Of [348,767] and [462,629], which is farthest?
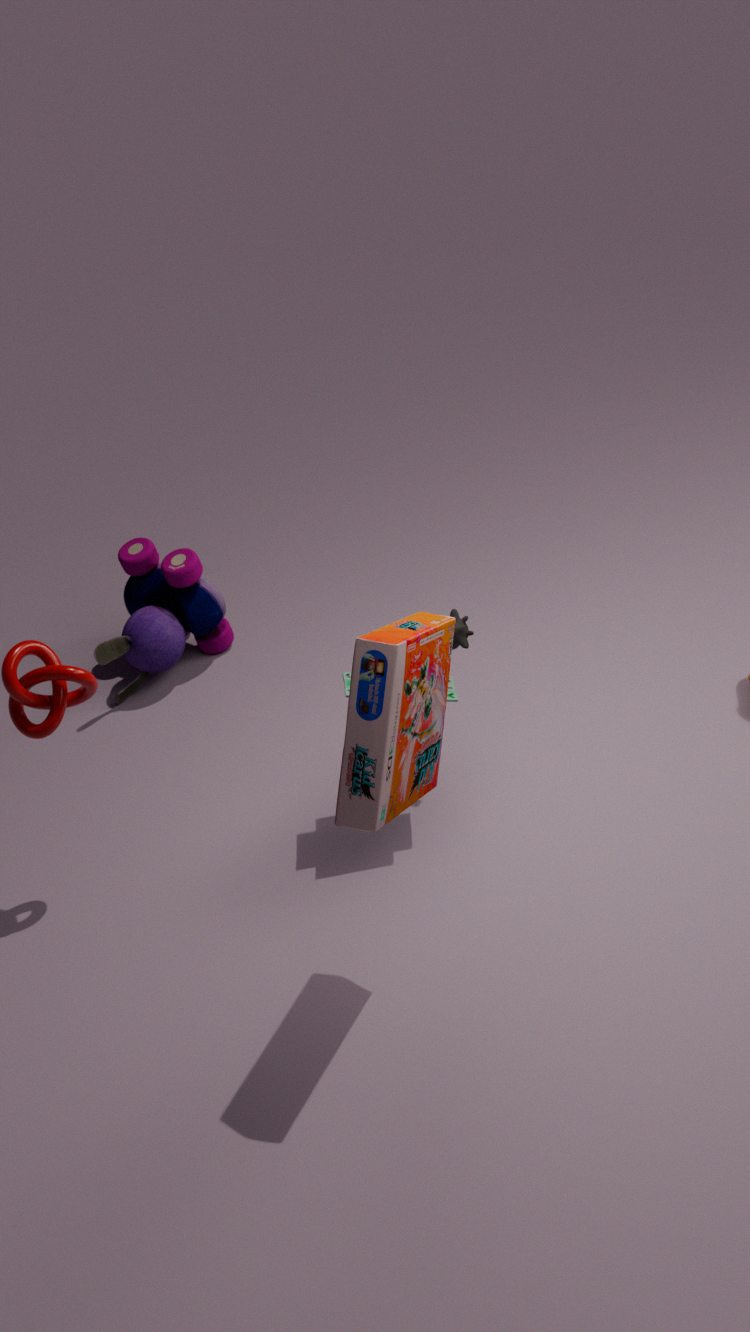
[462,629]
